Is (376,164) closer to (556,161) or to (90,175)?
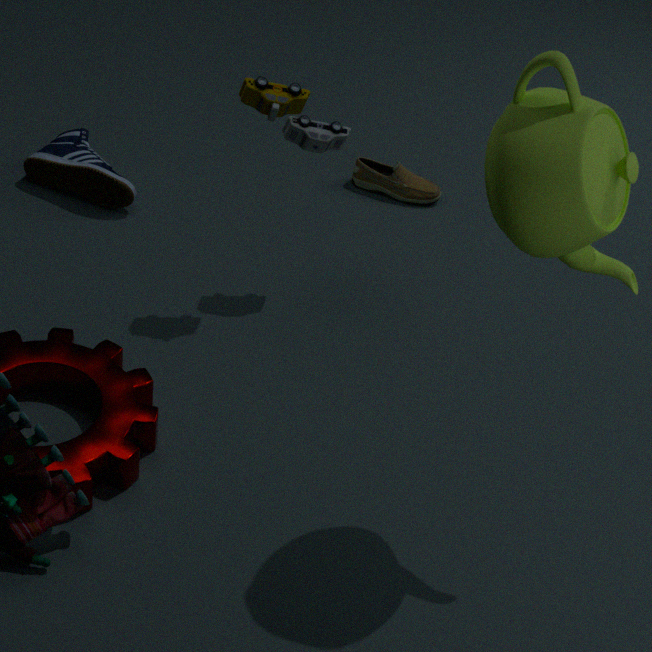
(90,175)
